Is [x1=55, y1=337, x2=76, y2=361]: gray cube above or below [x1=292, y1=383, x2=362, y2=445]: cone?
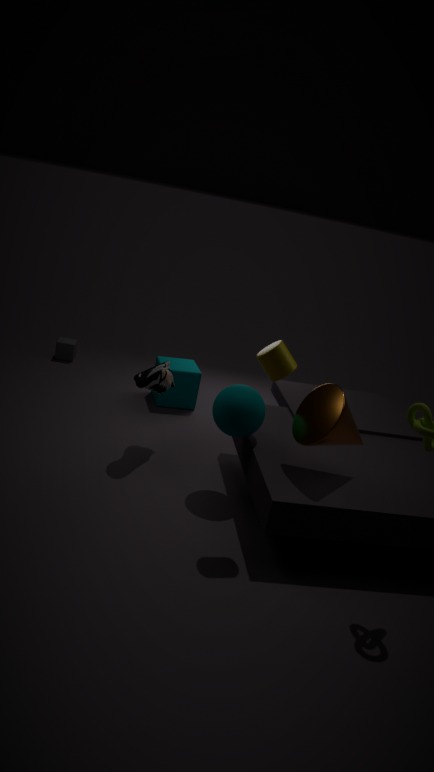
below
